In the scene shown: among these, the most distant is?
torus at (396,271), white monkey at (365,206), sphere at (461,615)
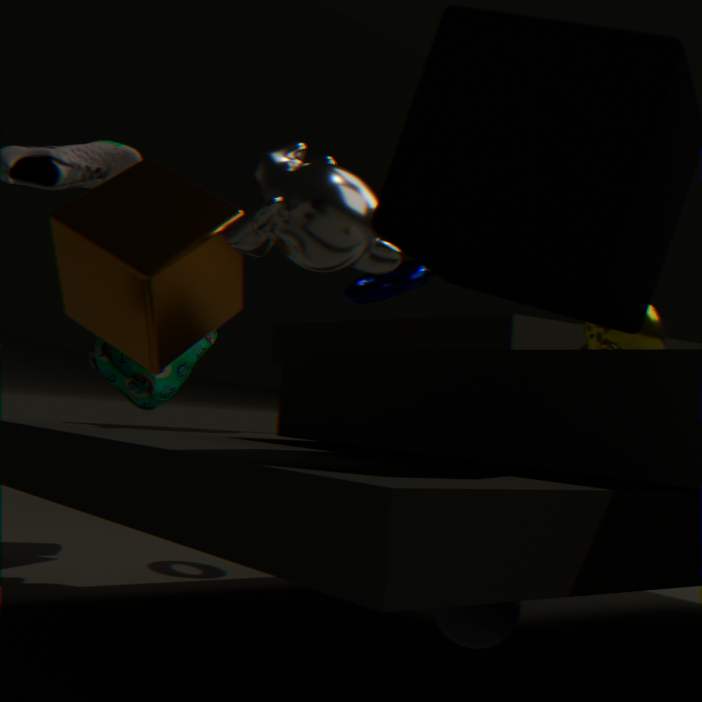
torus at (396,271)
